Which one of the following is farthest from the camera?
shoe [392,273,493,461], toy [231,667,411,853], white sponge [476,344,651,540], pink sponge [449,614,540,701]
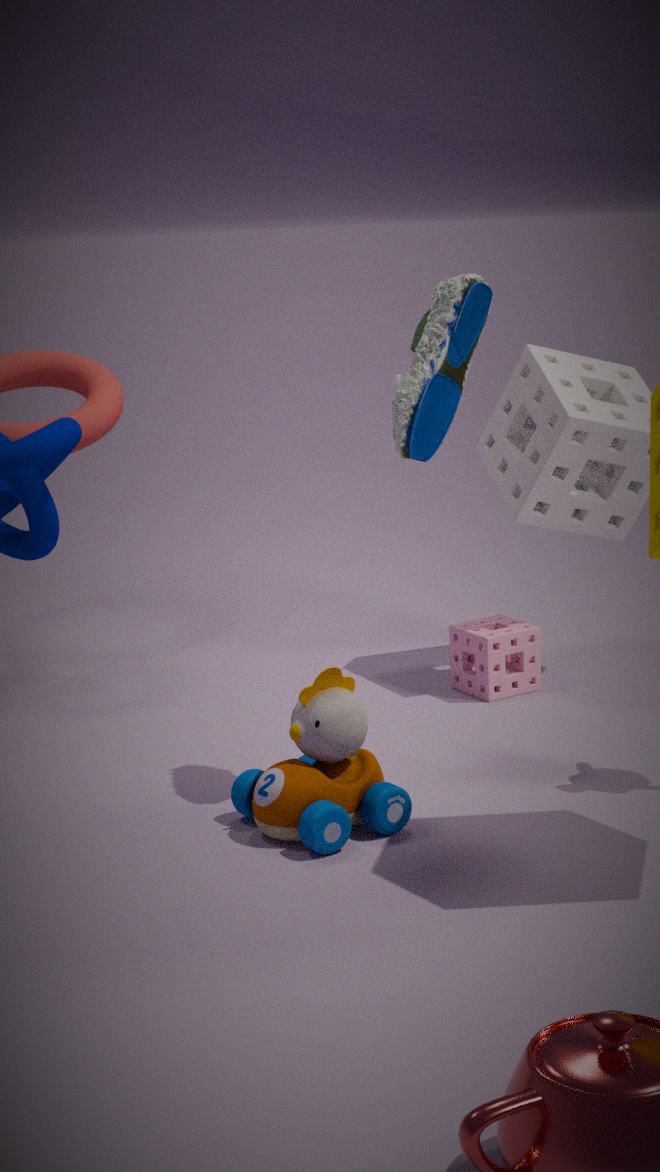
pink sponge [449,614,540,701]
